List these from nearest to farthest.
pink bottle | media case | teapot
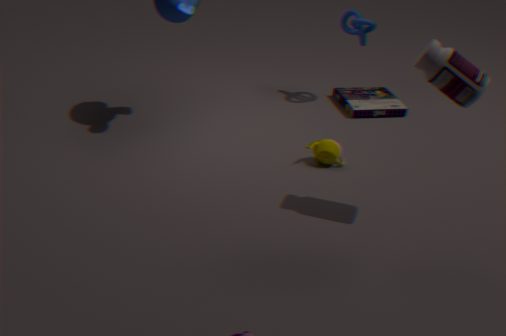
pink bottle < teapot < media case
